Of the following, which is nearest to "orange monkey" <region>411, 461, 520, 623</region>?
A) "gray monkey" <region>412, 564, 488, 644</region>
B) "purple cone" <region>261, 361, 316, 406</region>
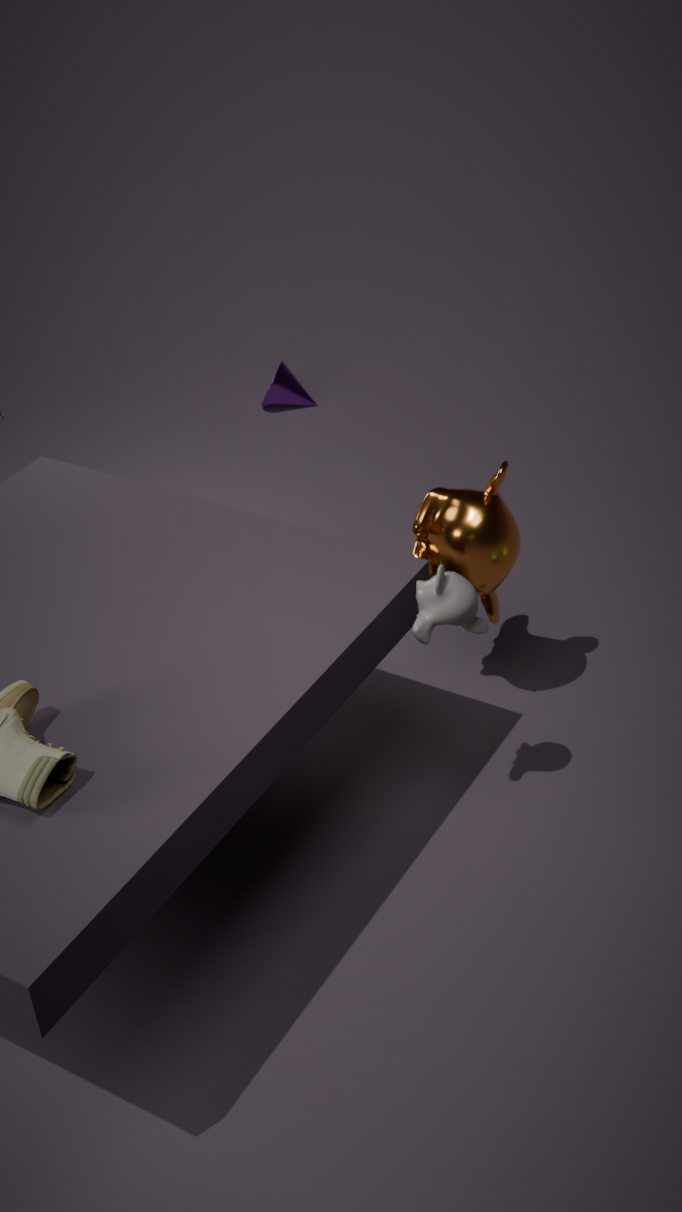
"gray monkey" <region>412, 564, 488, 644</region>
